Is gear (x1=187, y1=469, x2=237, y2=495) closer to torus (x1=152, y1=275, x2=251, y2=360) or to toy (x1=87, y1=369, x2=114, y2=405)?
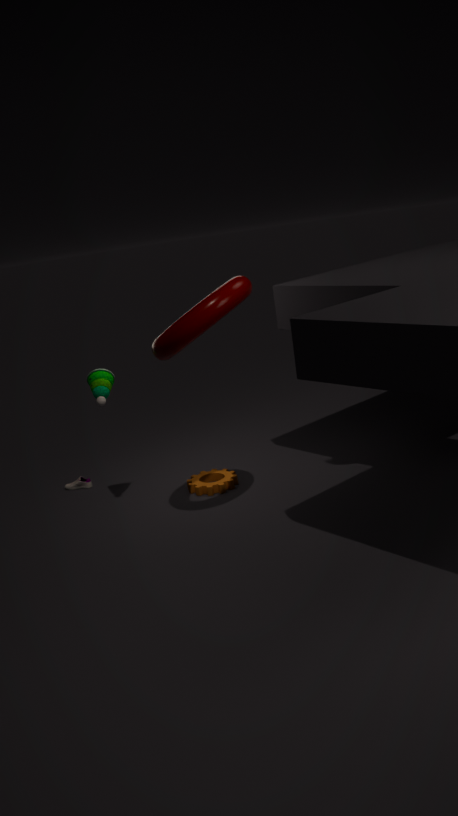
toy (x1=87, y1=369, x2=114, y2=405)
